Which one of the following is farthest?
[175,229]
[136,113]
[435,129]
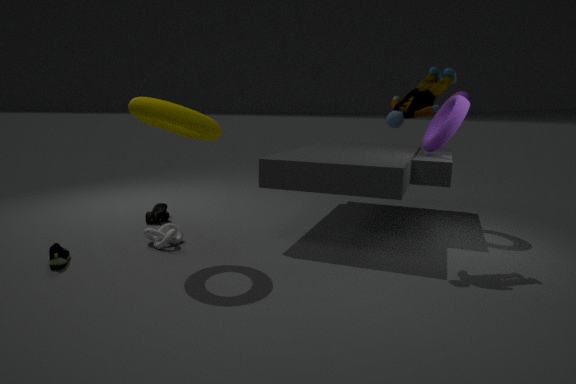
[435,129]
